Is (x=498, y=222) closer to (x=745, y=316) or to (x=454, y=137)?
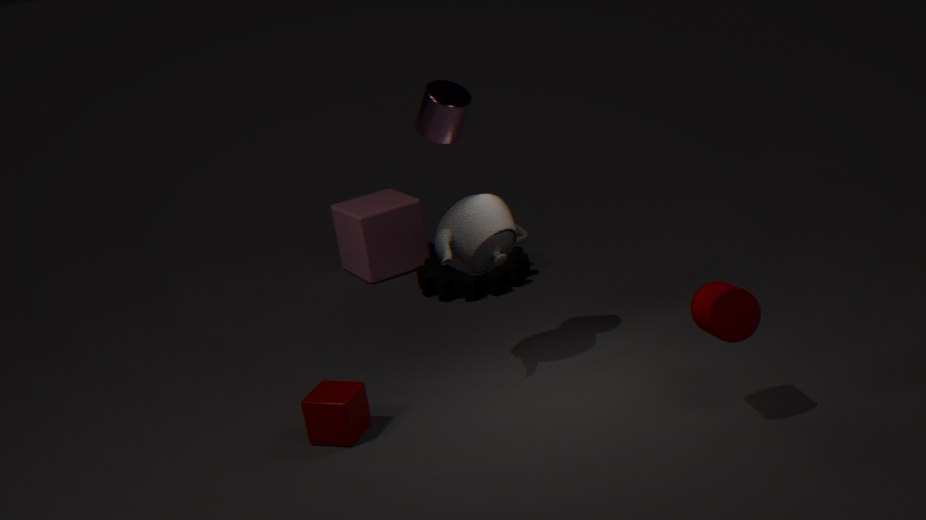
(x=454, y=137)
